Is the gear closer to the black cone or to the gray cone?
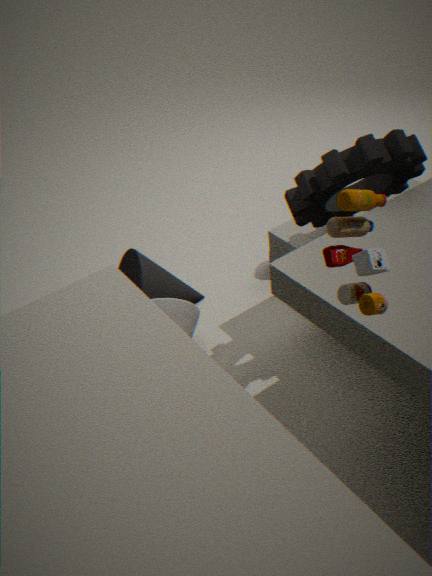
the gray cone
